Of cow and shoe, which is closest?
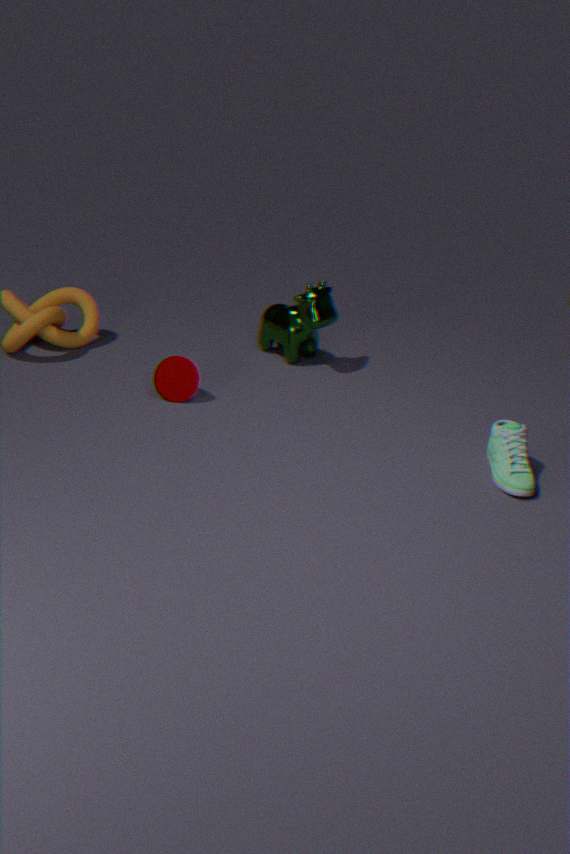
shoe
